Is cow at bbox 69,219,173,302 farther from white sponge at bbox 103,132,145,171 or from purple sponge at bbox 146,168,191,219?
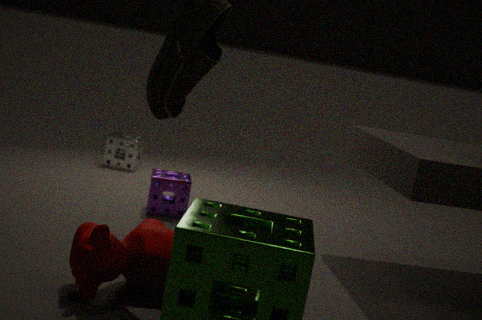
white sponge at bbox 103,132,145,171
